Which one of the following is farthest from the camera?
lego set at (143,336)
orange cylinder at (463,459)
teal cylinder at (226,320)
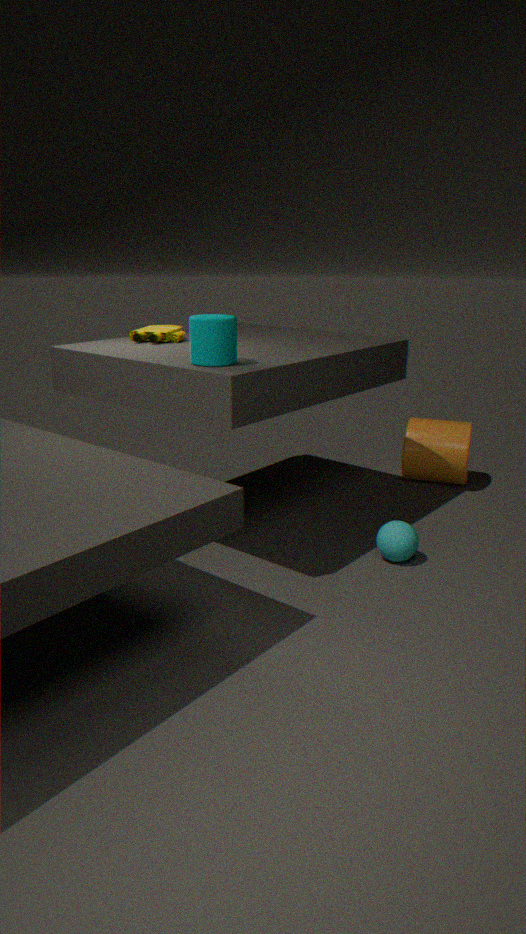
orange cylinder at (463,459)
